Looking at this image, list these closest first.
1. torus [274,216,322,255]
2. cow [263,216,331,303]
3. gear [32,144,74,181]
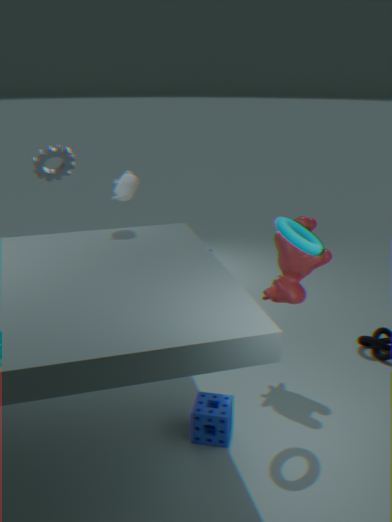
torus [274,216,322,255] → cow [263,216,331,303] → gear [32,144,74,181]
